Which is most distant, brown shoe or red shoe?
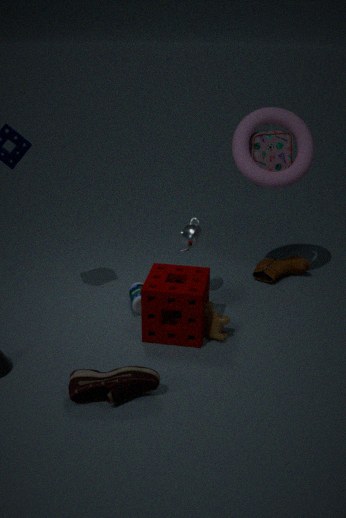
brown shoe
